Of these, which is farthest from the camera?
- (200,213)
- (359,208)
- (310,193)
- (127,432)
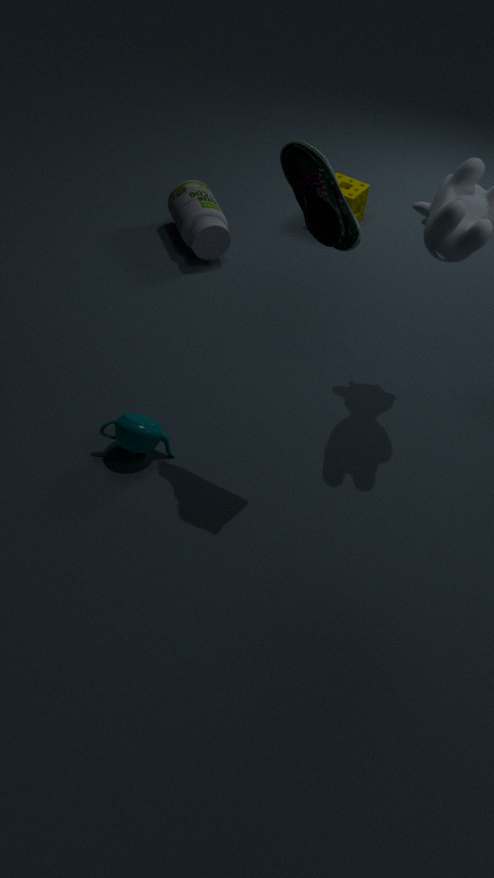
(359,208)
